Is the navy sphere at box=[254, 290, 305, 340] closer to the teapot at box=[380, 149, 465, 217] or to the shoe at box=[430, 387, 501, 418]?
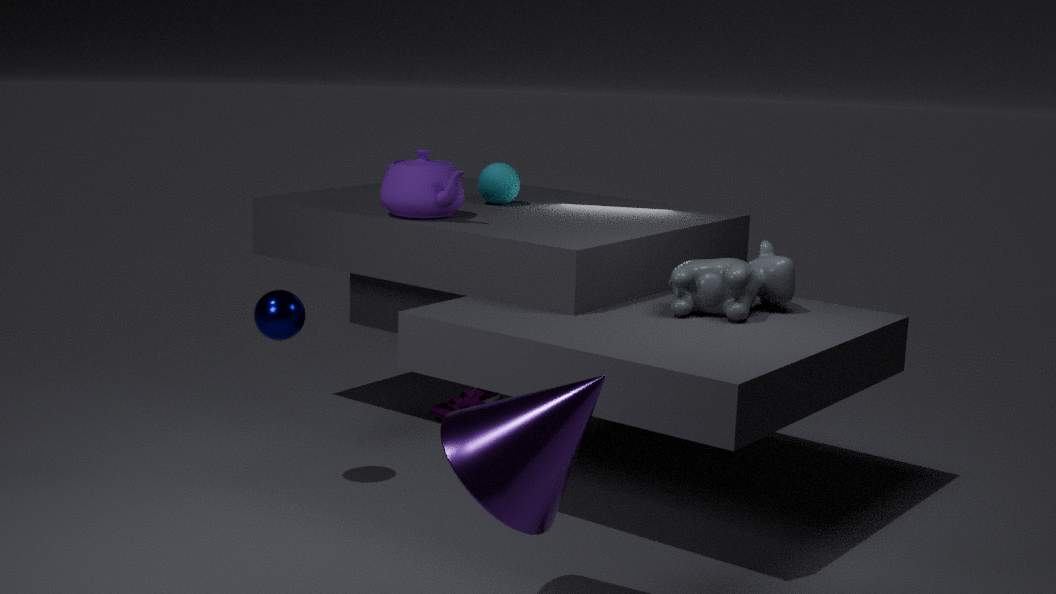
the teapot at box=[380, 149, 465, 217]
